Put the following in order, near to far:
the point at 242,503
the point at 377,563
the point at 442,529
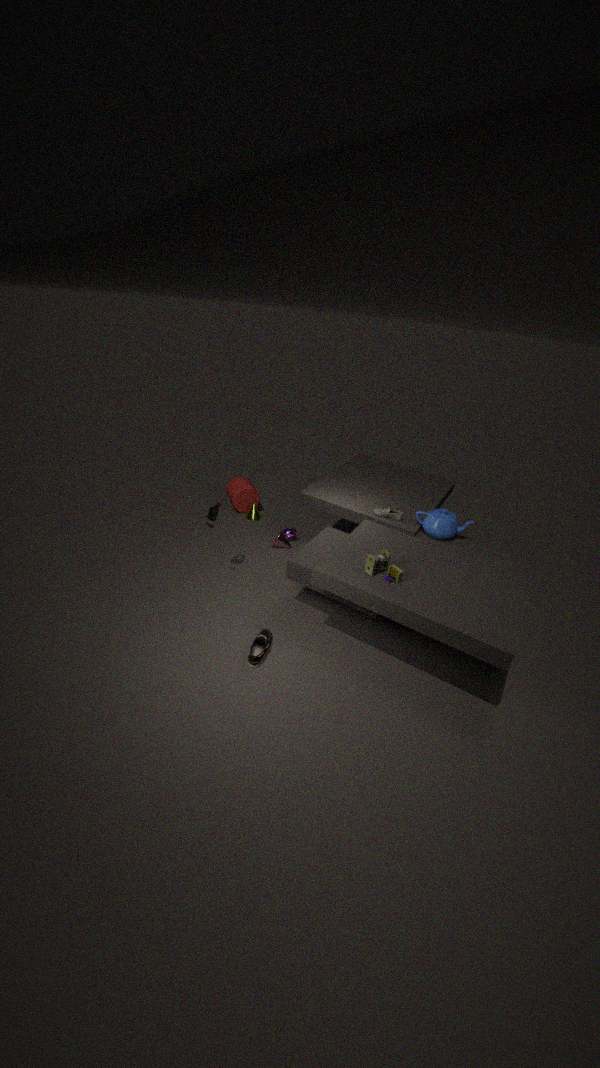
the point at 377,563 < the point at 442,529 < the point at 242,503
